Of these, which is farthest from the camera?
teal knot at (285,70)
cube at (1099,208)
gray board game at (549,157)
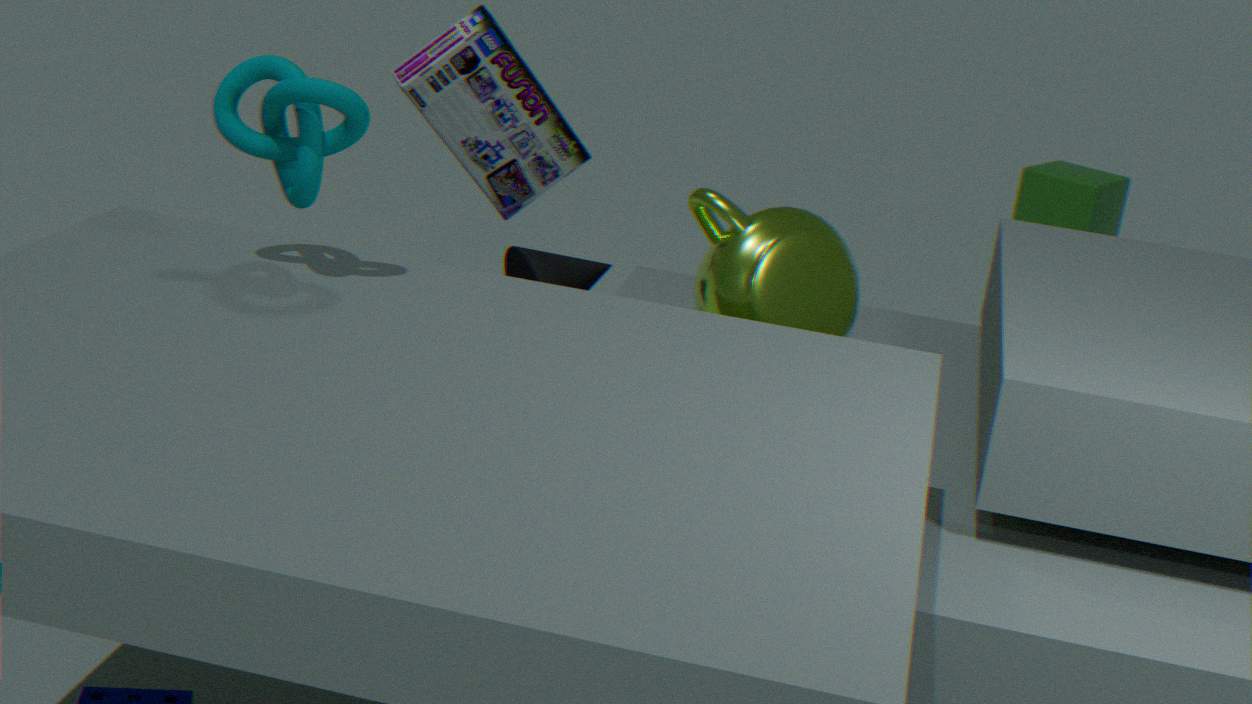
cube at (1099,208)
